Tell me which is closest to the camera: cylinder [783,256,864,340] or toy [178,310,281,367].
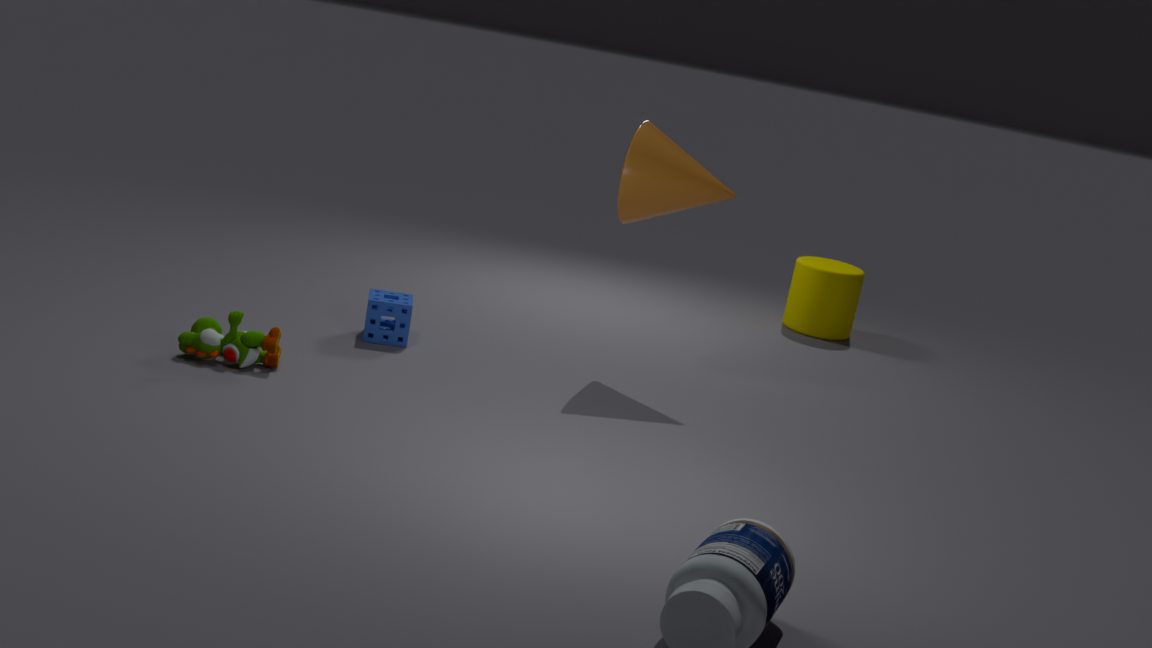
toy [178,310,281,367]
